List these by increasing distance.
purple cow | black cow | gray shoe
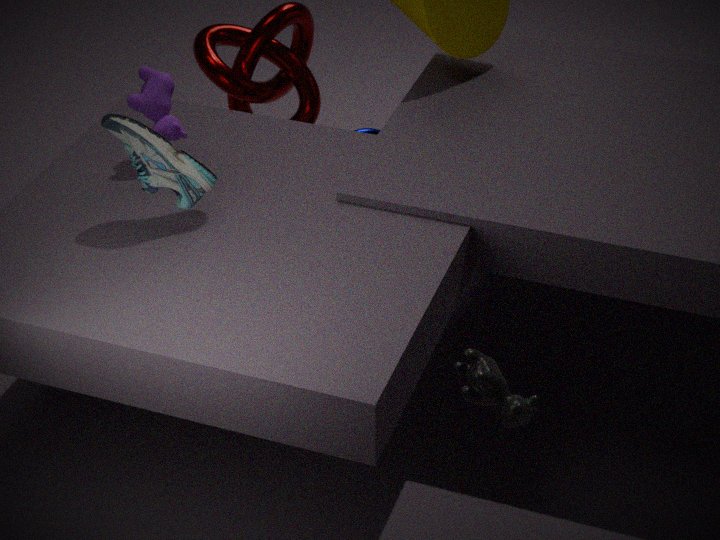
black cow
gray shoe
purple cow
